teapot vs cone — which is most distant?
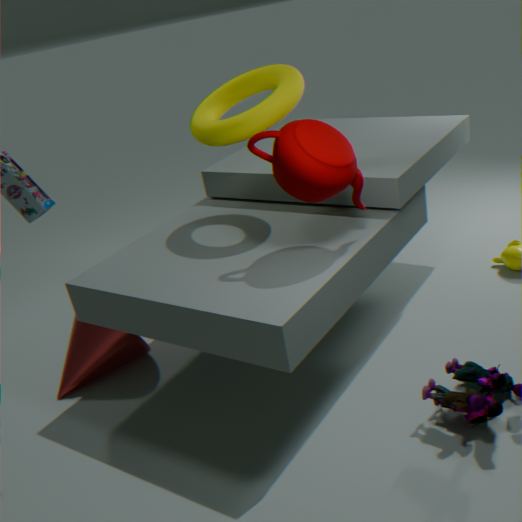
cone
